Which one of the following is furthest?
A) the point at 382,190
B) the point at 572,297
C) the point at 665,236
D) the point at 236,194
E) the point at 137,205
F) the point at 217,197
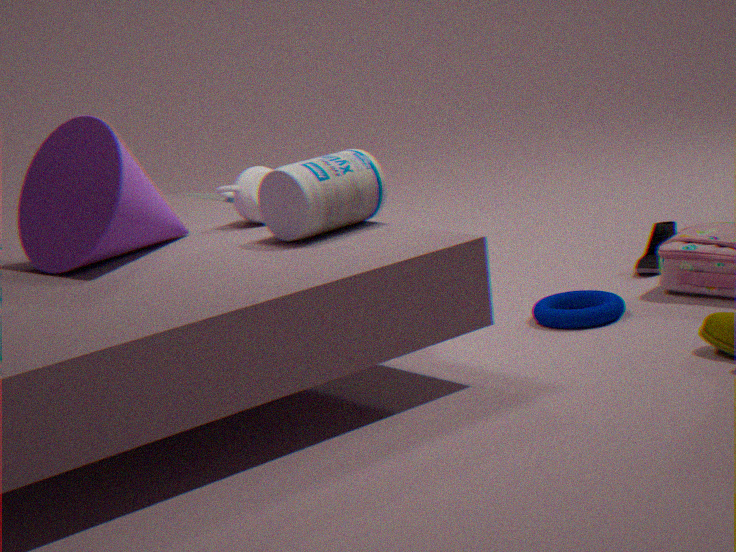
the point at 217,197
